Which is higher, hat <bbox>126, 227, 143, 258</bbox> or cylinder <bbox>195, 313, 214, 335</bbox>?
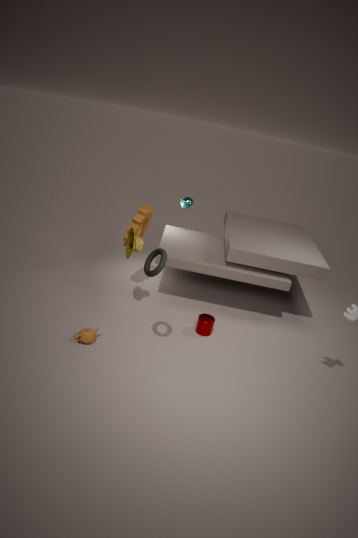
hat <bbox>126, 227, 143, 258</bbox>
